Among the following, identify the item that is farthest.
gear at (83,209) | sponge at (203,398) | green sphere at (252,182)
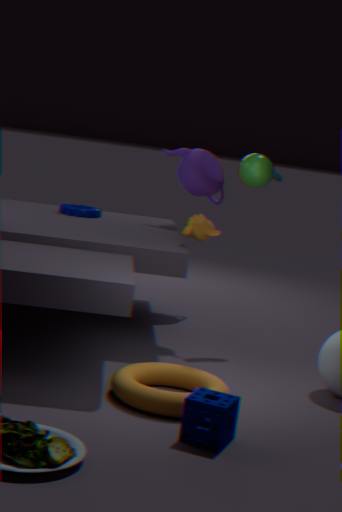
gear at (83,209)
